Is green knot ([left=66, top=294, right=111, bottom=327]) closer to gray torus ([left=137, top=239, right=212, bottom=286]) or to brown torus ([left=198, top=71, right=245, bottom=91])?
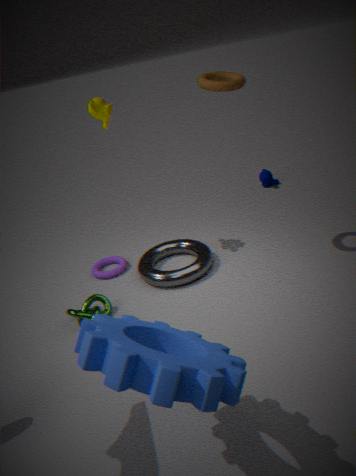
gray torus ([left=137, top=239, right=212, bottom=286])
